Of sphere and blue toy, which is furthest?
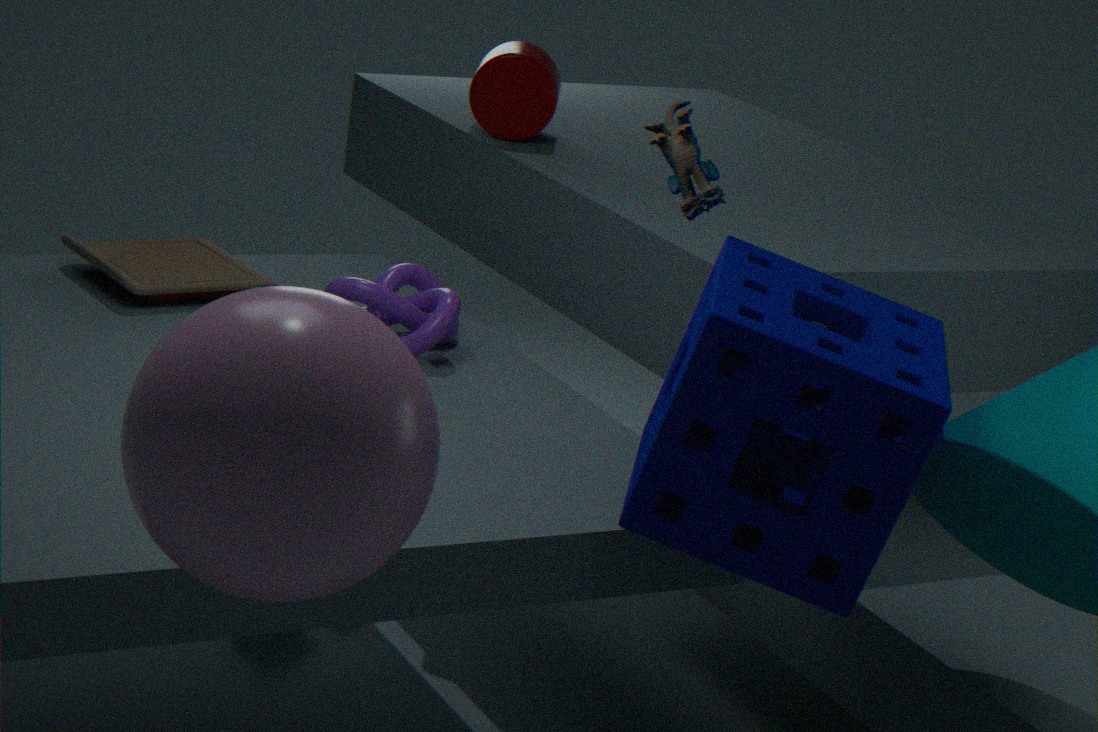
blue toy
